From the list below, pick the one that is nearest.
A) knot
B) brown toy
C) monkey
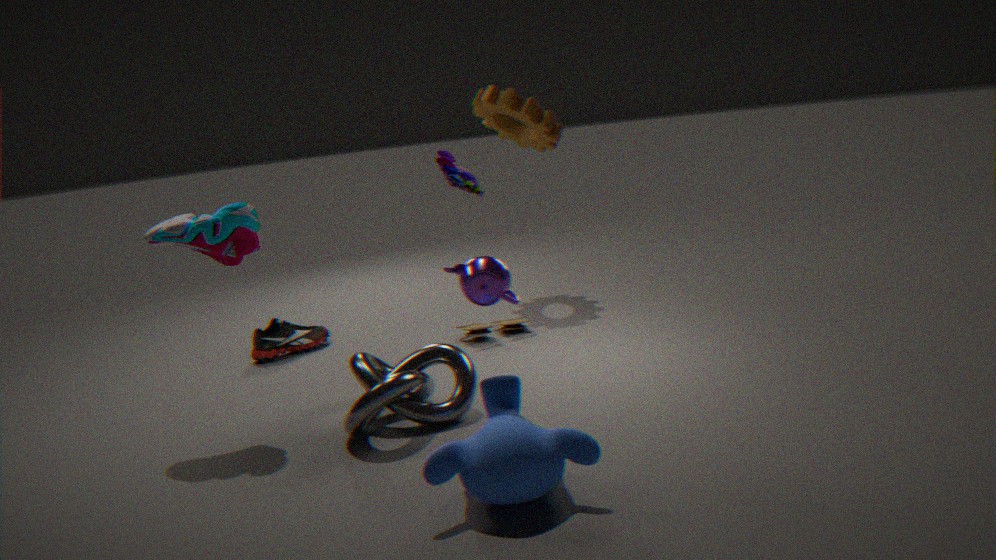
monkey
